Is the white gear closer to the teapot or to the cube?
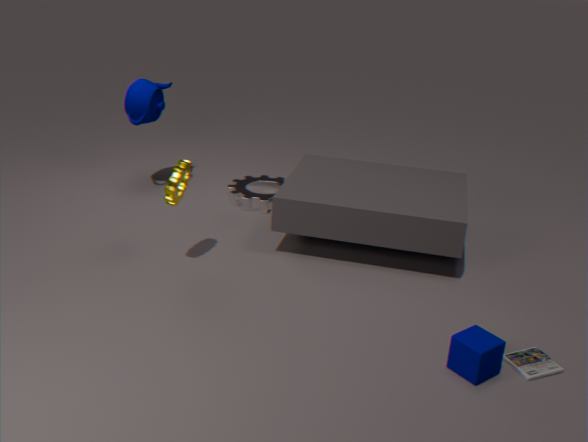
the teapot
